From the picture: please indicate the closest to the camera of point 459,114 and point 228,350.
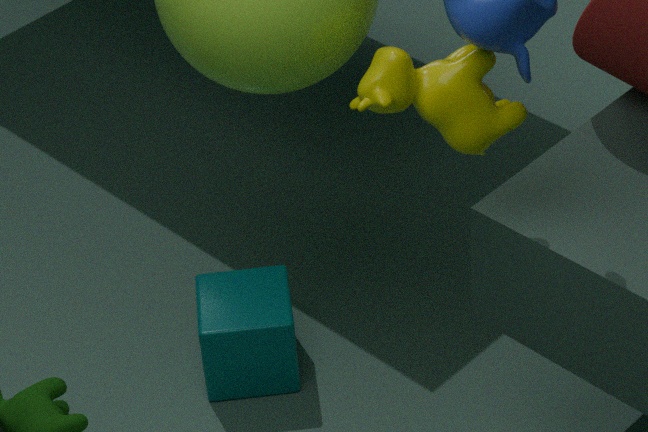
point 459,114
